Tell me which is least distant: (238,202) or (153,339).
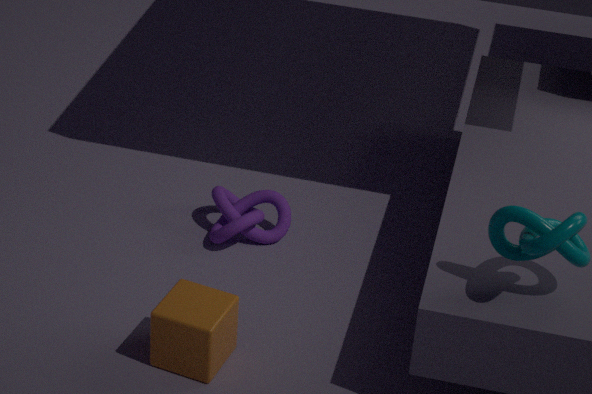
(153,339)
